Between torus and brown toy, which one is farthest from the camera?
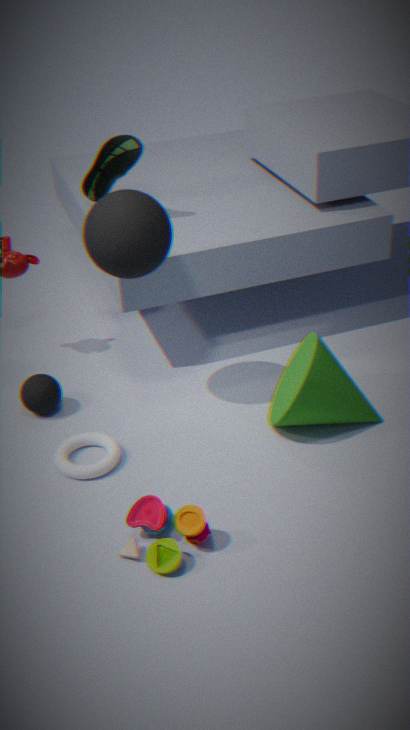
torus
